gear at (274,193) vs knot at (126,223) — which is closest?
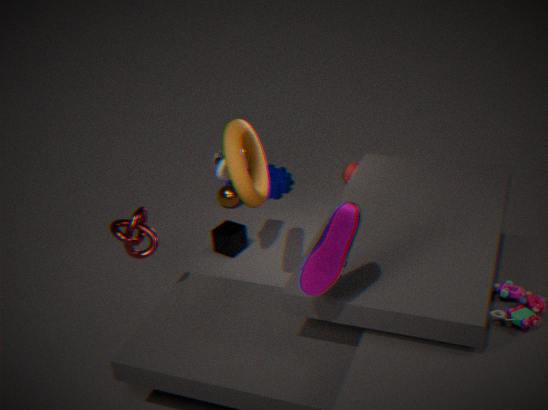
knot at (126,223)
